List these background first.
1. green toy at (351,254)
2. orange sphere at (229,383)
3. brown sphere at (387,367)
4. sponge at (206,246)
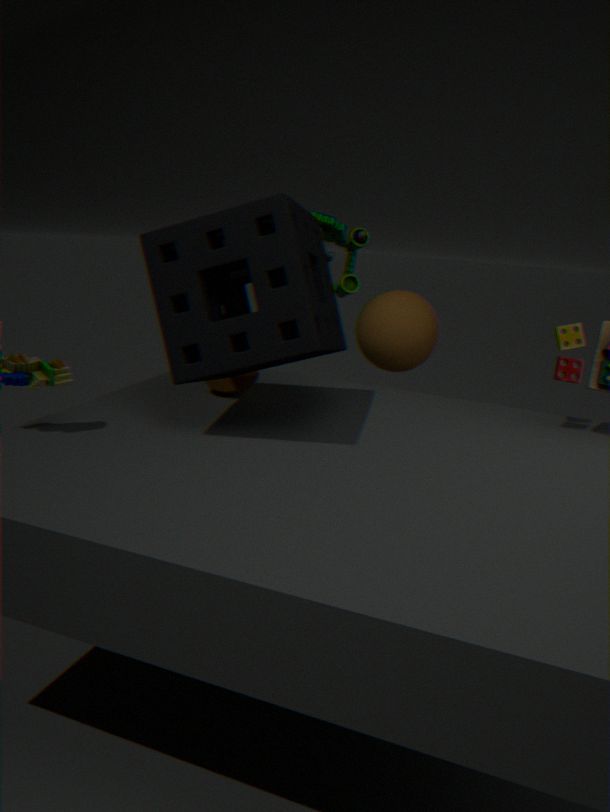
brown sphere at (387,367) < green toy at (351,254) < orange sphere at (229,383) < sponge at (206,246)
